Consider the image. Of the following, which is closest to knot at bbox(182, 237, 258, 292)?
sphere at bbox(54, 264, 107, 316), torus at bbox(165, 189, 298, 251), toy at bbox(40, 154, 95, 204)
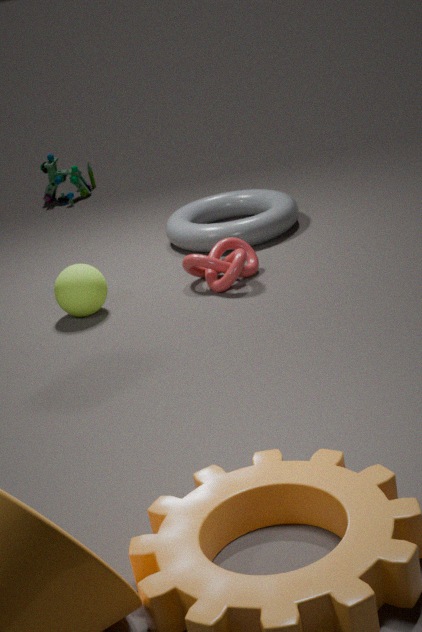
torus at bbox(165, 189, 298, 251)
